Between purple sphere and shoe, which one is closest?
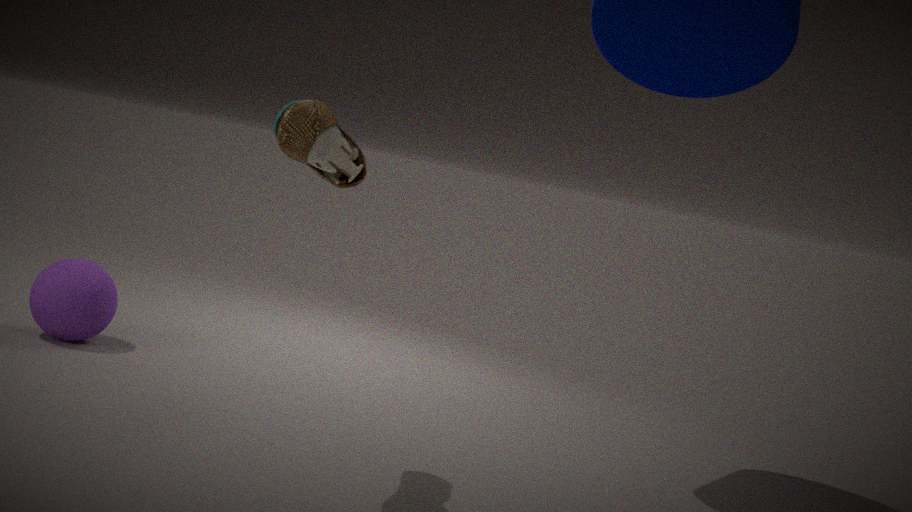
shoe
